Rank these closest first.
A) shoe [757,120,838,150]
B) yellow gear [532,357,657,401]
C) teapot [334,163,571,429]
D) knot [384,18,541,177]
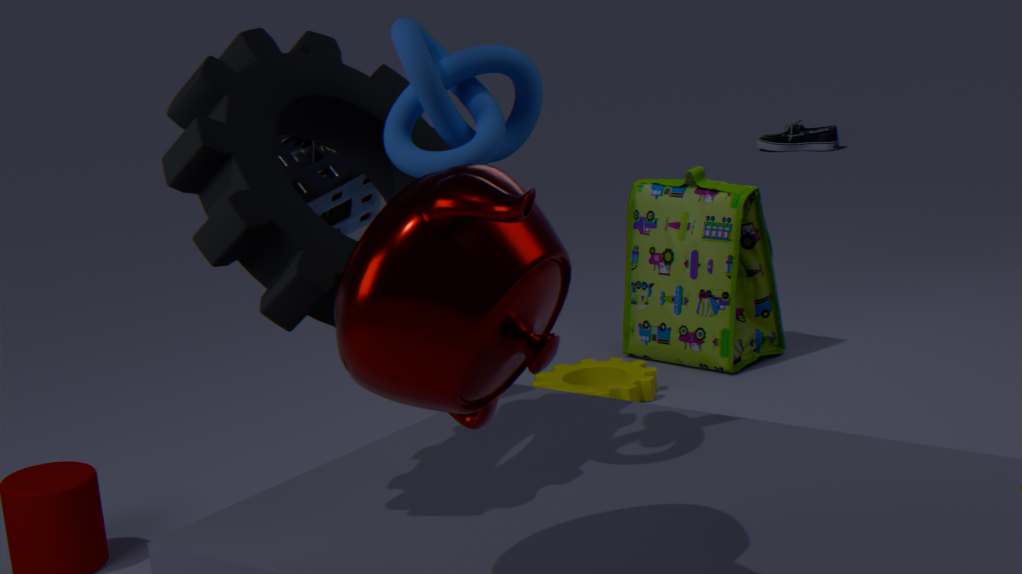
teapot [334,163,571,429]
knot [384,18,541,177]
yellow gear [532,357,657,401]
shoe [757,120,838,150]
